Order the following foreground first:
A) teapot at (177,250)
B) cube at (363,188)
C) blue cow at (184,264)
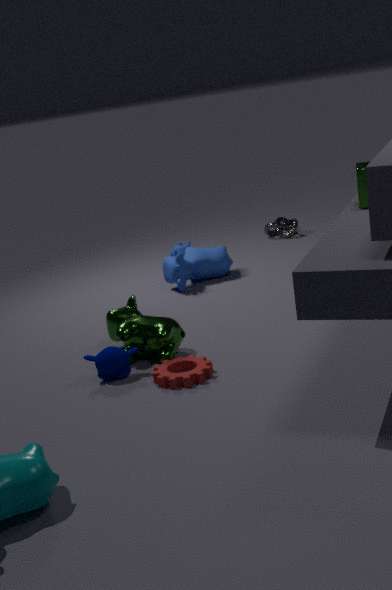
cube at (363,188) < blue cow at (184,264) < teapot at (177,250)
